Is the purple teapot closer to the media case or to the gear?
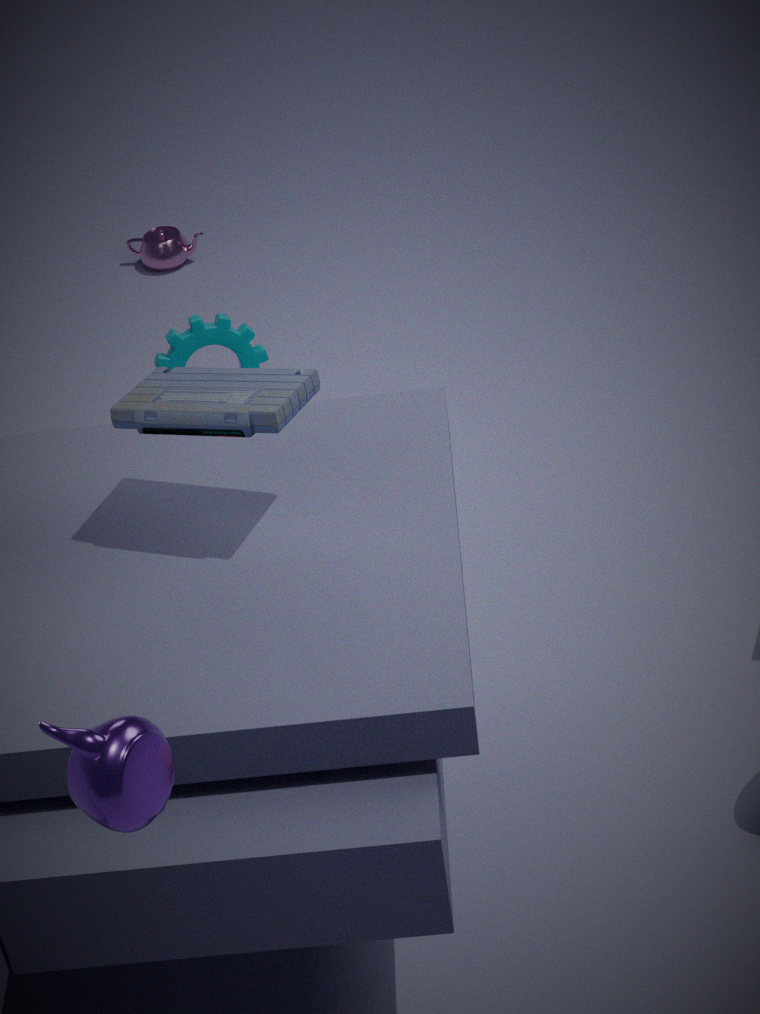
the media case
